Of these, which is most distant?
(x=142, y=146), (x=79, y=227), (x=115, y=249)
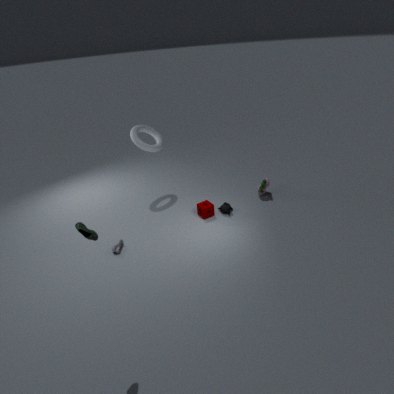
(x=142, y=146)
